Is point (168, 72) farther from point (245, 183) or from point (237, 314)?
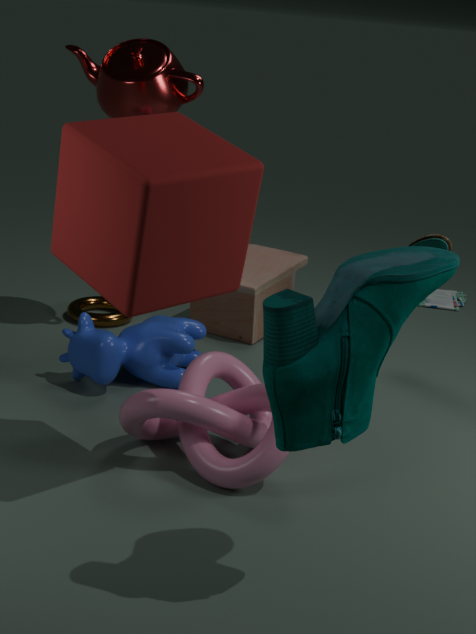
point (245, 183)
